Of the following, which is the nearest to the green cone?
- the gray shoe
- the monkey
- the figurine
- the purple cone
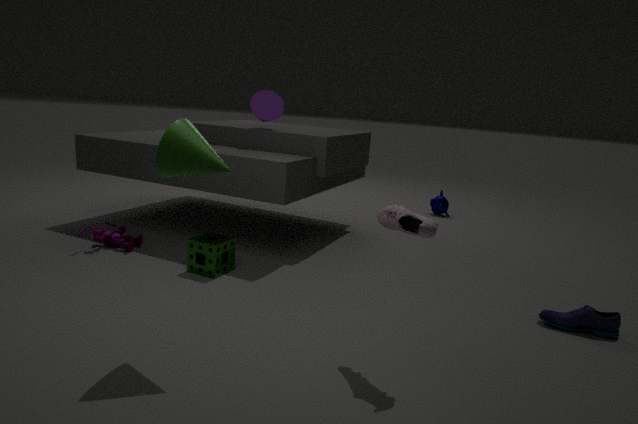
the gray shoe
